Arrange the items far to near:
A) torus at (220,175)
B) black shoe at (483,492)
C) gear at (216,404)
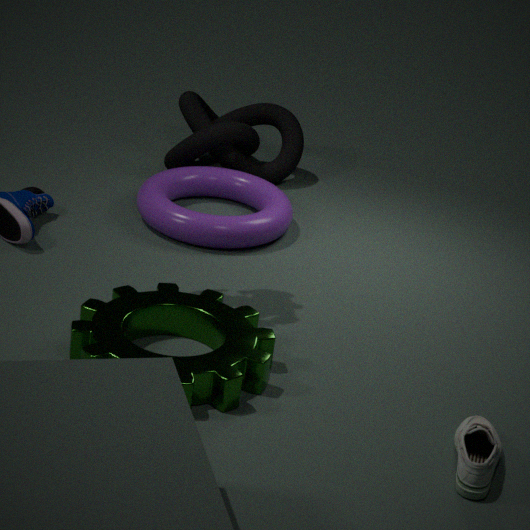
1. torus at (220,175)
2. gear at (216,404)
3. black shoe at (483,492)
